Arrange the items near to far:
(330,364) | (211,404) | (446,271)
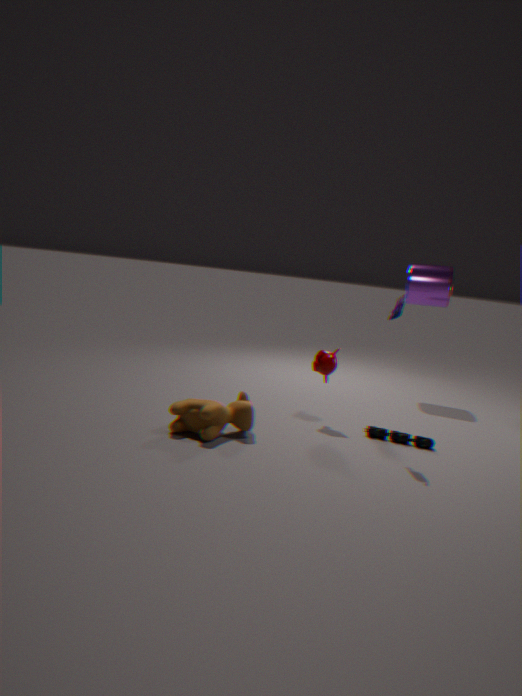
(211,404)
(330,364)
(446,271)
